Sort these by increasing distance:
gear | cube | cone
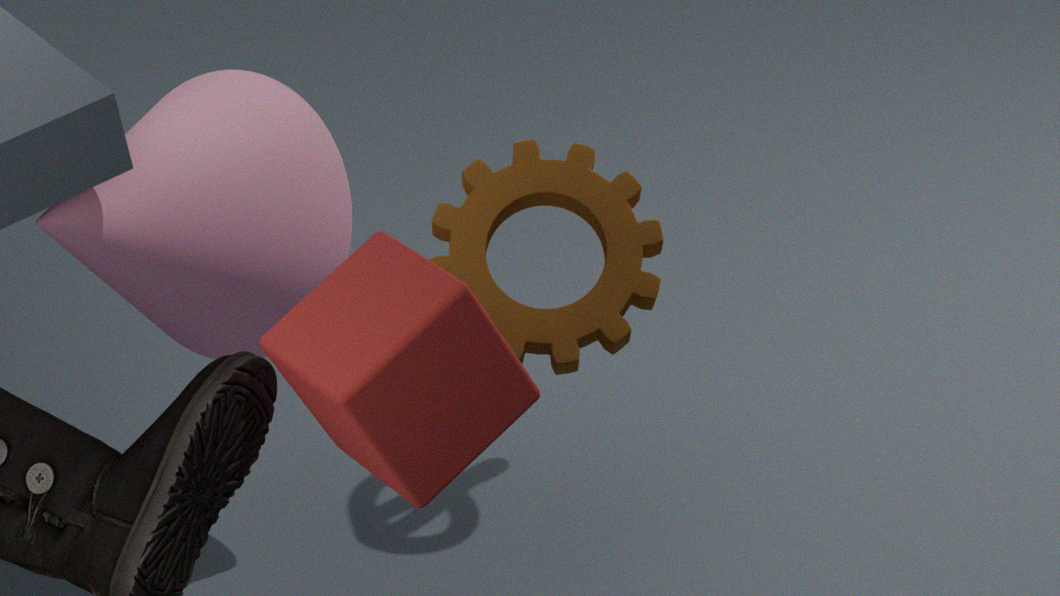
cube < gear < cone
